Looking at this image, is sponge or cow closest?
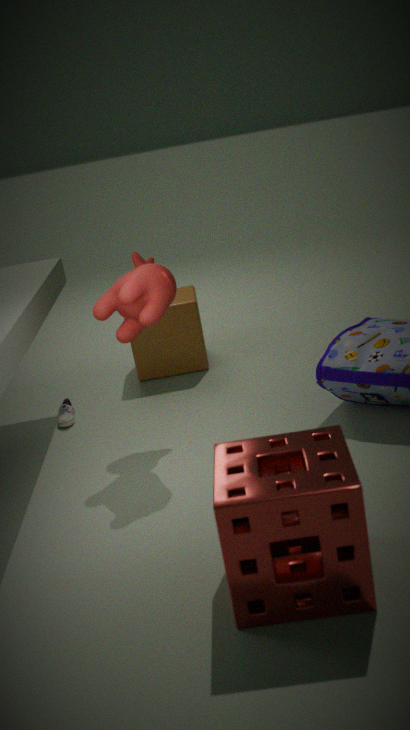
sponge
